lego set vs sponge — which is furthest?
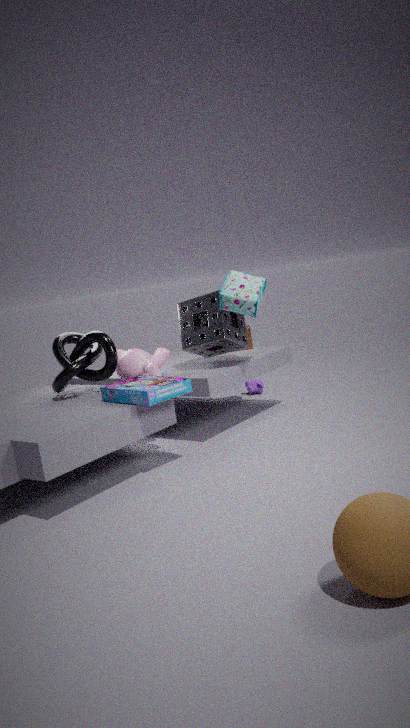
sponge
